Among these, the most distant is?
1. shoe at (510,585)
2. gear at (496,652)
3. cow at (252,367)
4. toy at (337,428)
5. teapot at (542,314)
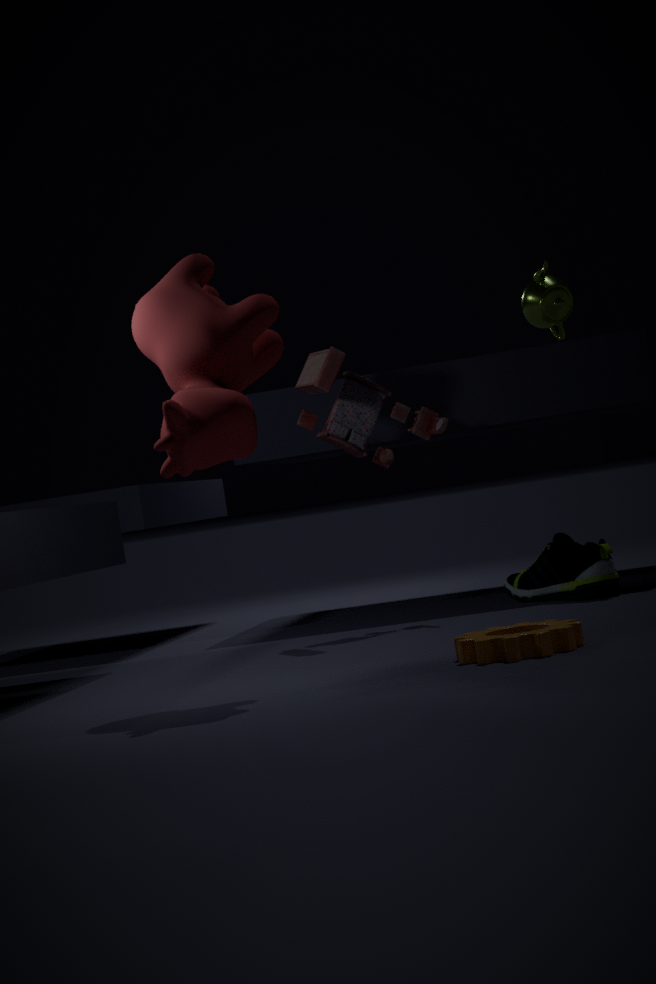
teapot at (542,314)
